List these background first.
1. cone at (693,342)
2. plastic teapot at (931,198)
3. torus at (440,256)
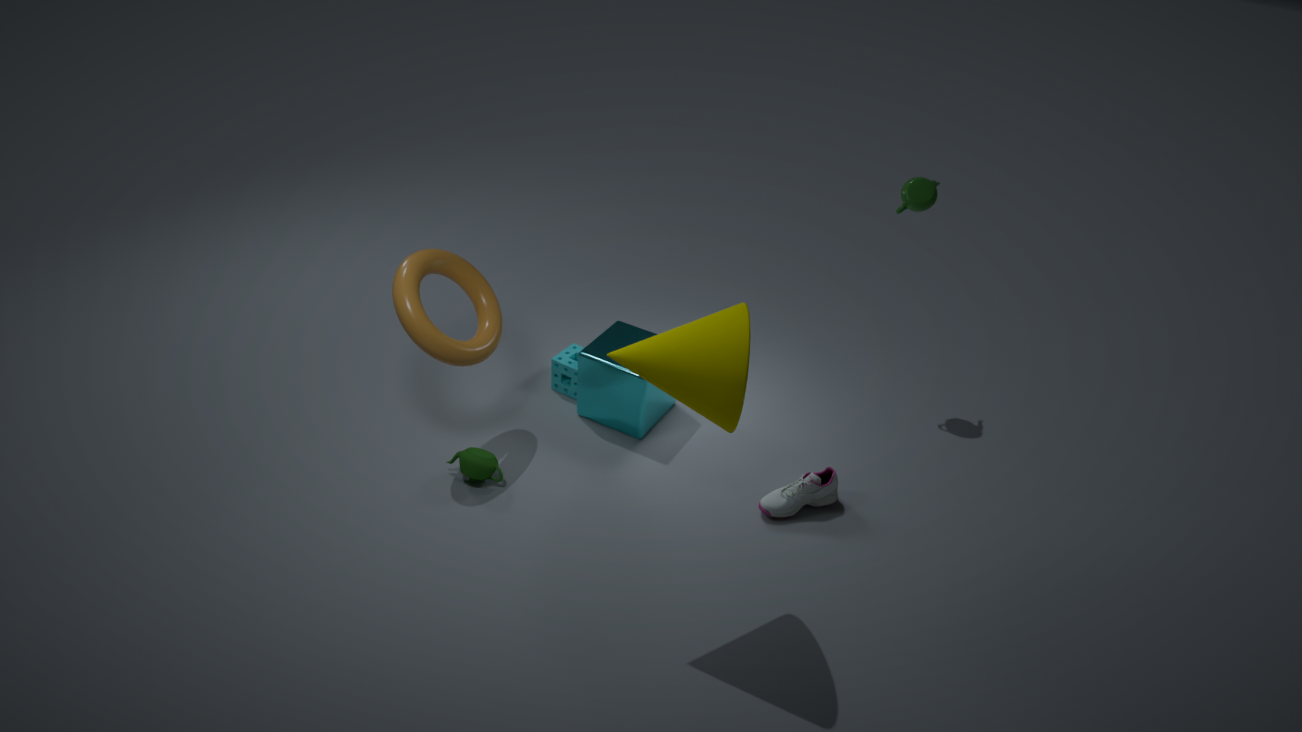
plastic teapot at (931,198) → torus at (440,256) → cone at (693,342)
